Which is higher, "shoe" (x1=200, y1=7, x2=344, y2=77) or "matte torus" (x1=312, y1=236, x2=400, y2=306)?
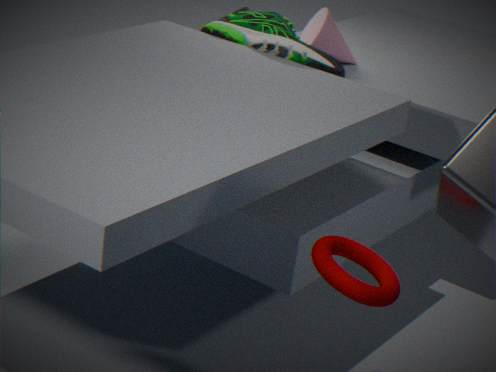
"shoe" (x1=200, y1=7, x2=344, y2=77)
